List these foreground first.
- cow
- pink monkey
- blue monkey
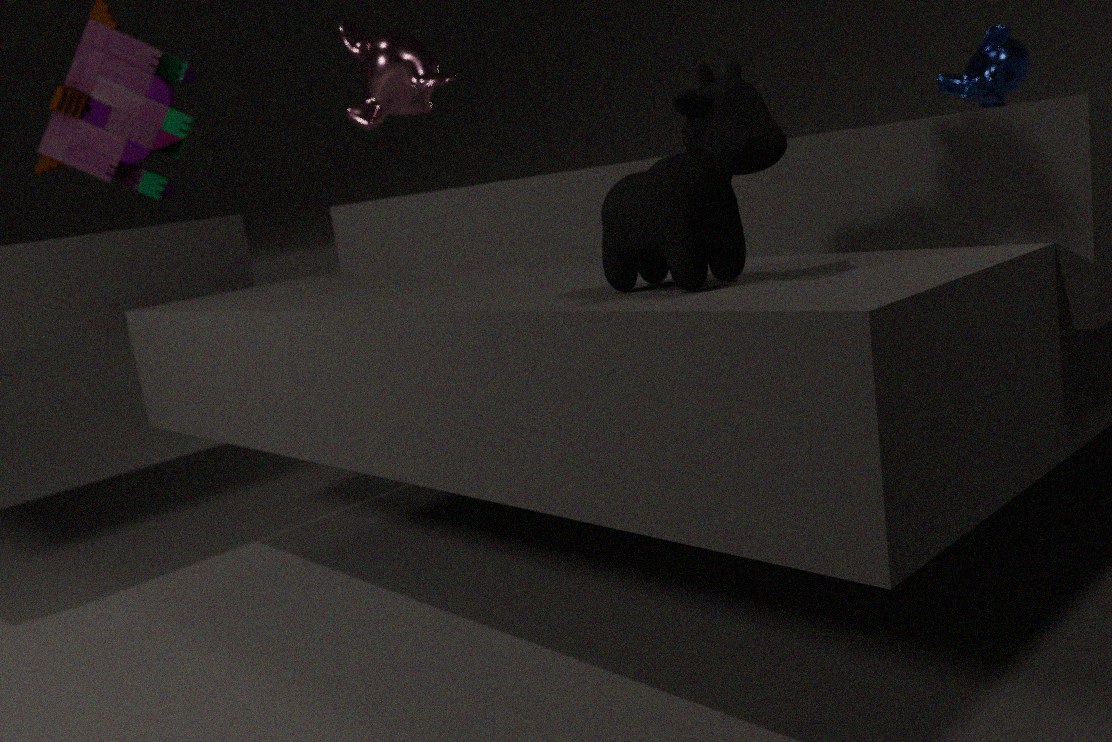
cow, pink monkey, blue monkey
